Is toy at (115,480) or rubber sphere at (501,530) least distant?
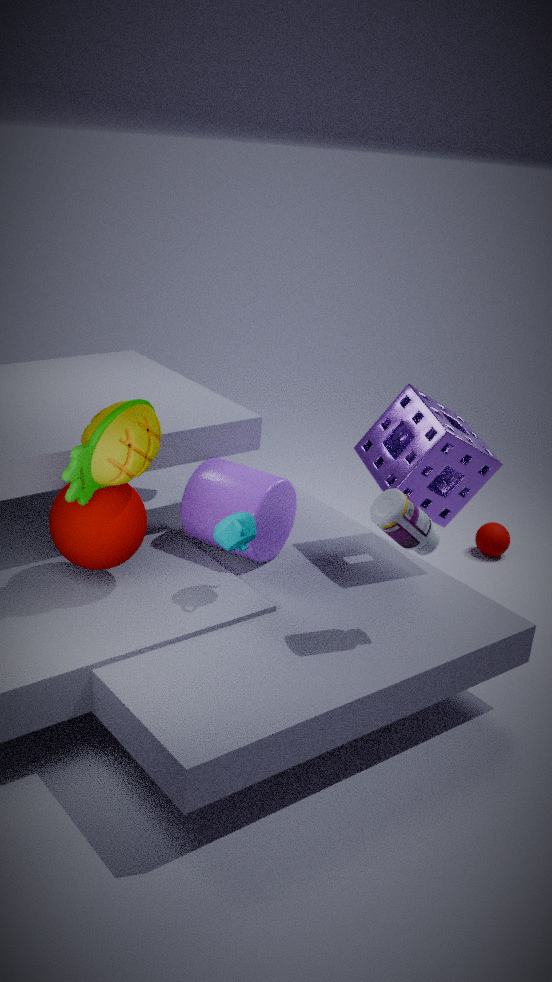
toy at (115,480)
